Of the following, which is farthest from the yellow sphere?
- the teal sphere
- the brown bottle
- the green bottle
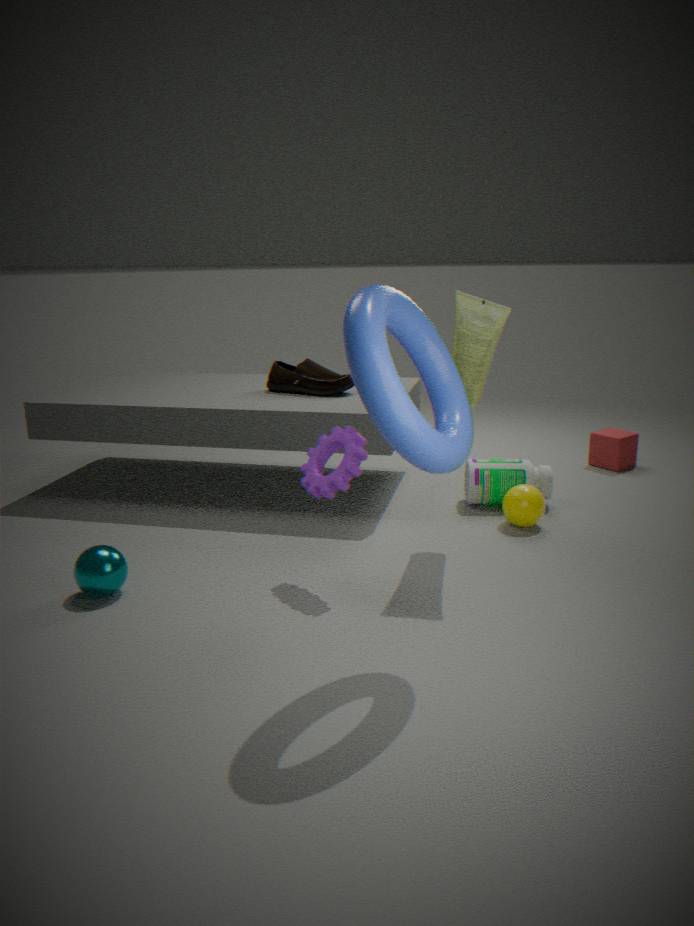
the teal sphere
